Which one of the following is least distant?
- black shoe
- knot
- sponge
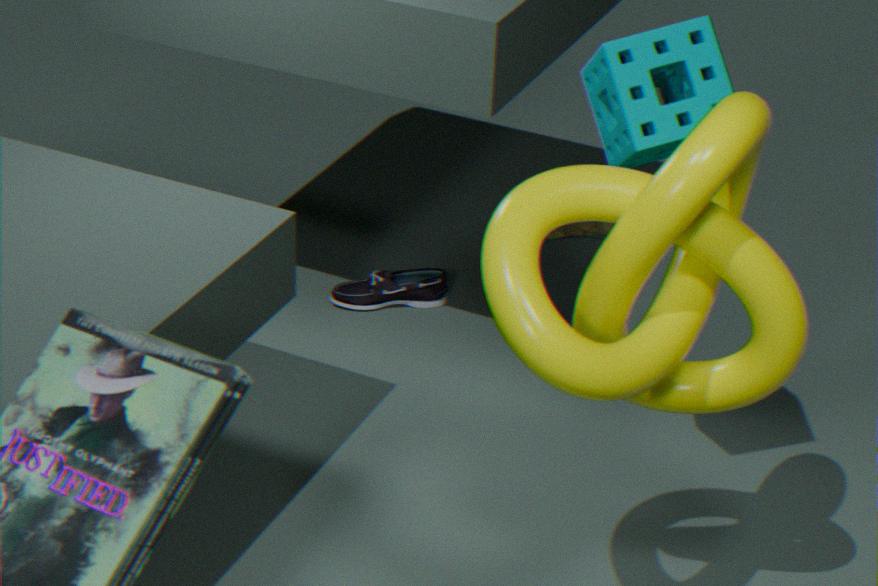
knot
